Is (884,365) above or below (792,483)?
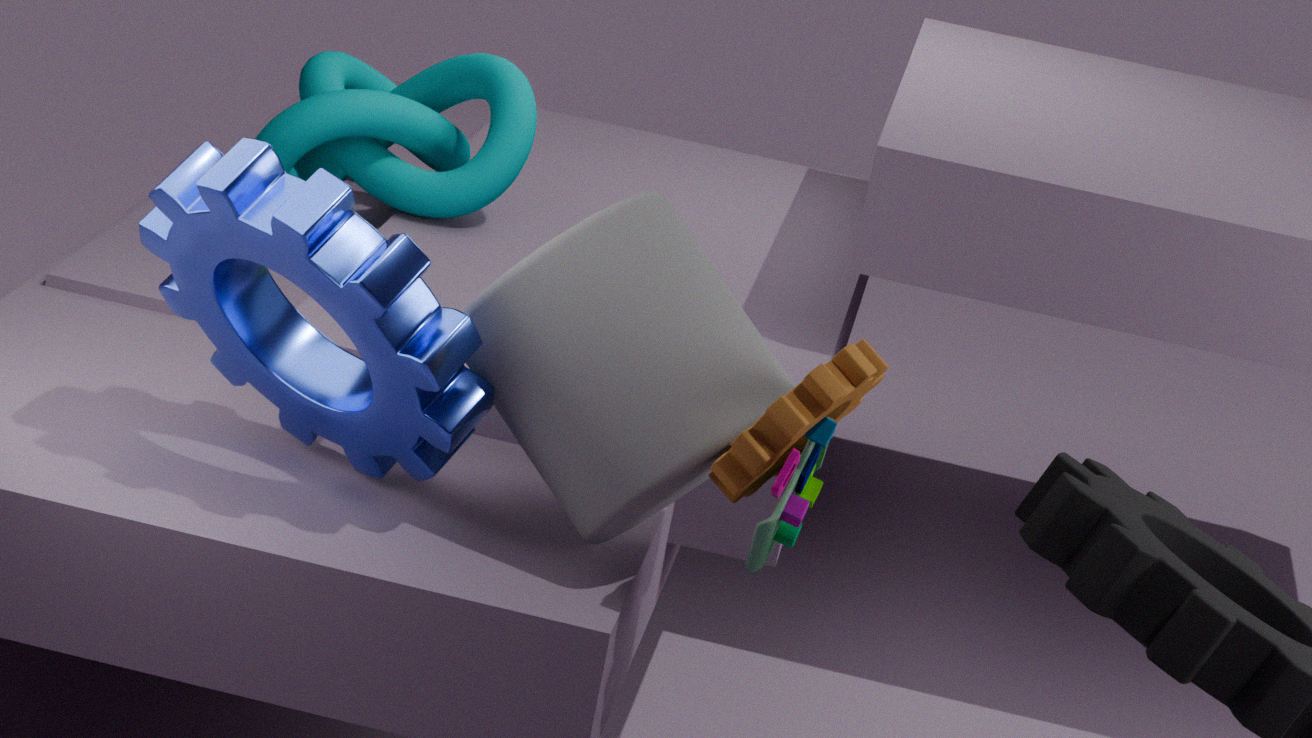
above
